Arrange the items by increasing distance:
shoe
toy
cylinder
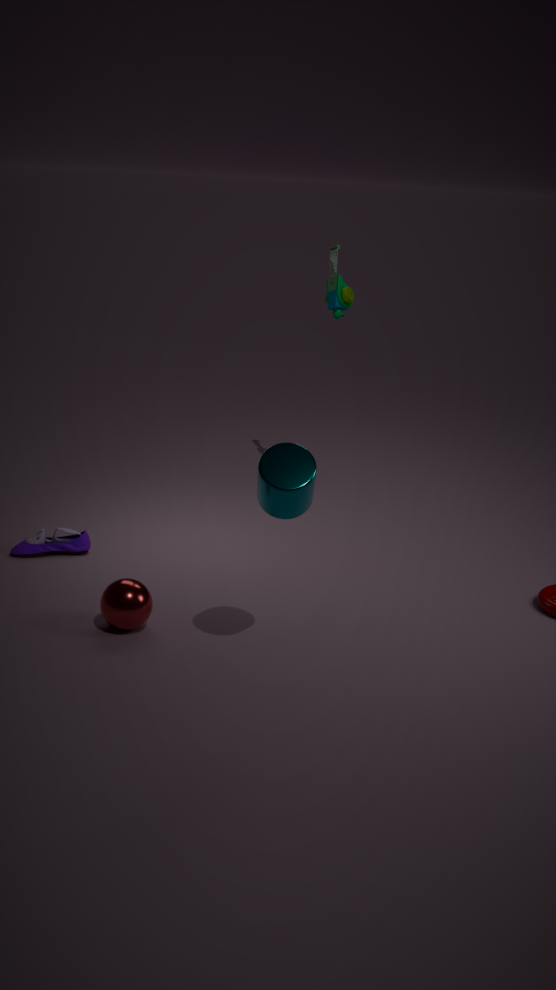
cylinder → shoe → toy
